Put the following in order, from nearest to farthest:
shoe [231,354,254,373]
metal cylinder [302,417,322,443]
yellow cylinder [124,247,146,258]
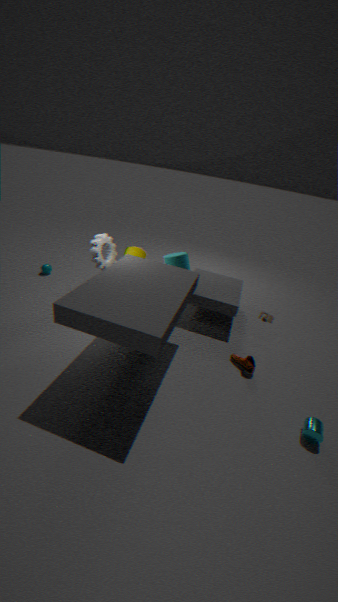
metal cylinder [302,417,322,443], shoe [231,354,254,373], yellow cylinder [124,247,146,258]
